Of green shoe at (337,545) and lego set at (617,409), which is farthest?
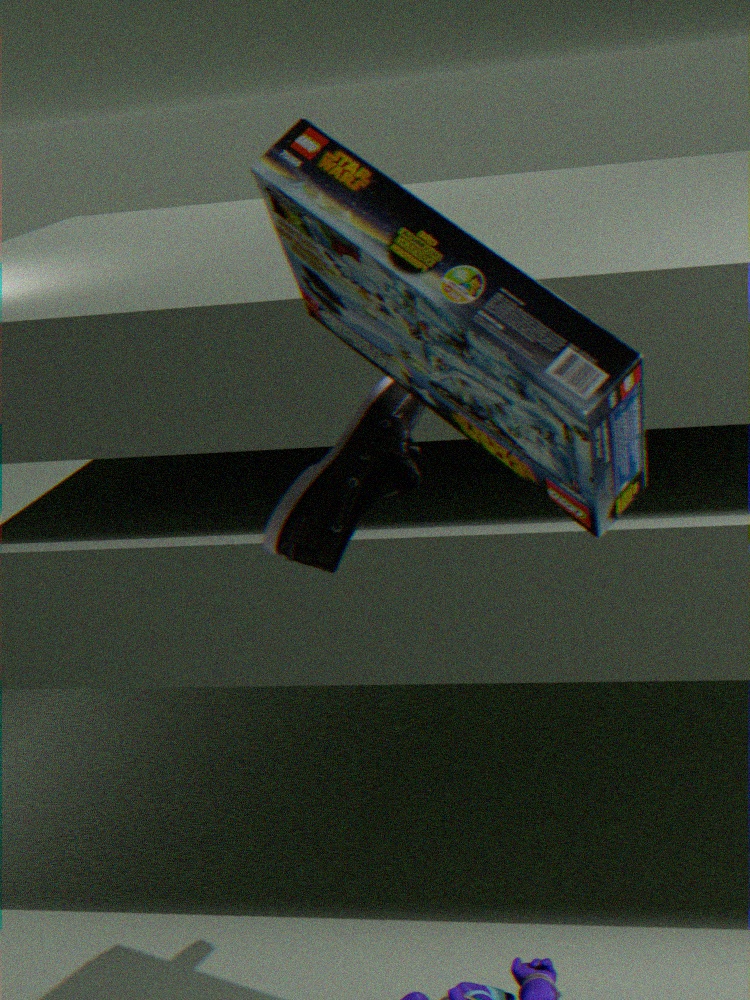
green shoe at (337,545)
